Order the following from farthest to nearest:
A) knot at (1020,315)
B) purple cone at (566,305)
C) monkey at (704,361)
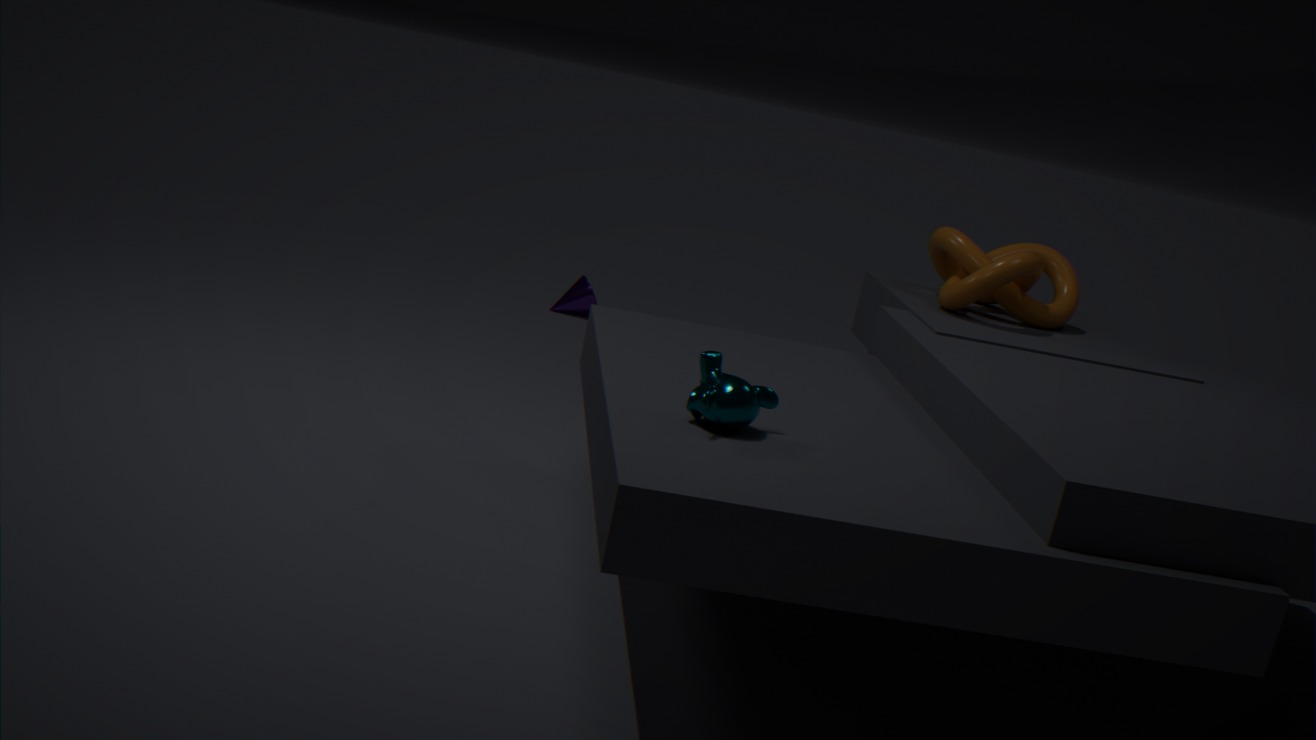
purple cone at (566,305), knot at (1020,315), monkey at (704,361)
